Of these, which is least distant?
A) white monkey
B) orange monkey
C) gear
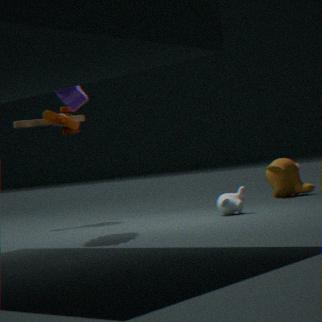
gear
